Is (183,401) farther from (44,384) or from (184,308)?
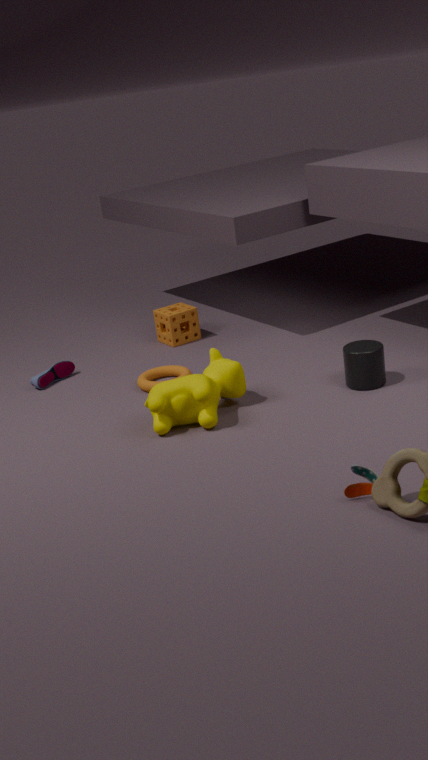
(184,308)
